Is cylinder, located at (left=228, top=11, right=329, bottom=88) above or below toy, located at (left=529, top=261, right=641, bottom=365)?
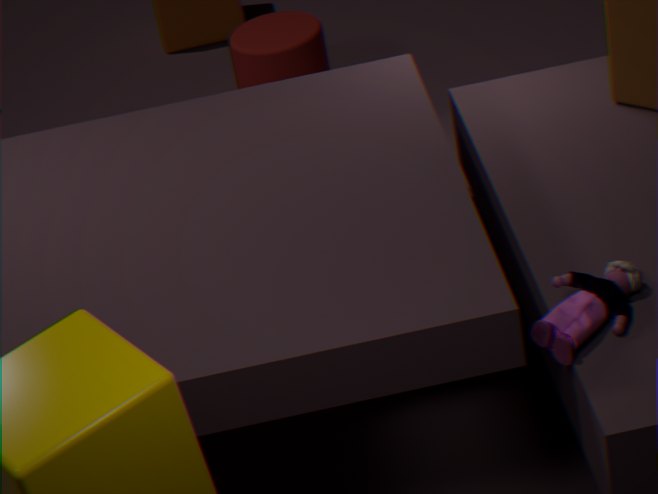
below
